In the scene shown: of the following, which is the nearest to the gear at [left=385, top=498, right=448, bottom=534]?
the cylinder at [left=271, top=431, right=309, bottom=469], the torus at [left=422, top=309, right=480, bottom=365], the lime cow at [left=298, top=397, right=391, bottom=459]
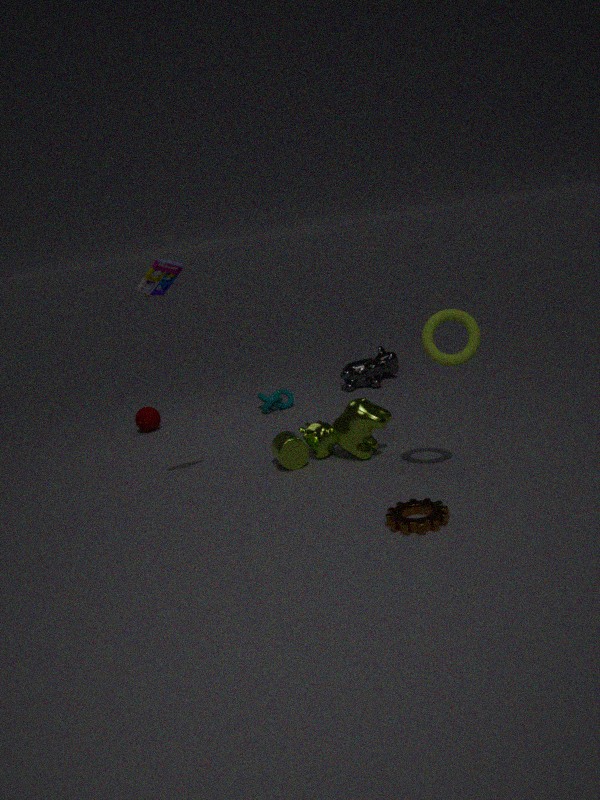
A: the torus at [left=422, top=309, right=480, bottom=365]
